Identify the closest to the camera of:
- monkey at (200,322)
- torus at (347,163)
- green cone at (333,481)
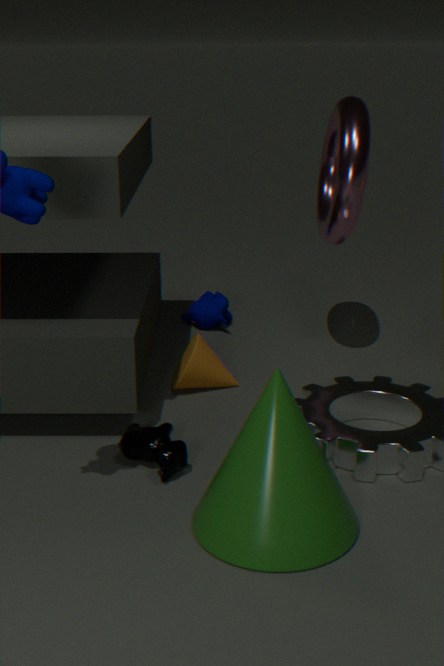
green cone at (333,481)
